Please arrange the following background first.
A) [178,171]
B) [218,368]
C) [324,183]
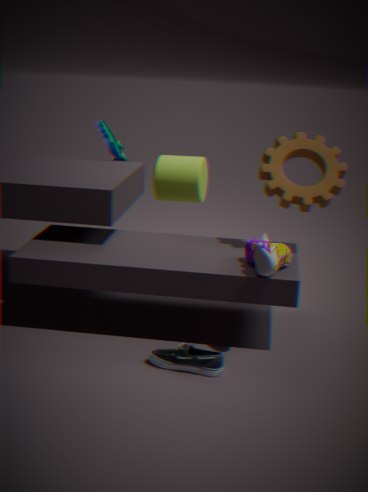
1. [178,171]
2. [324,183]
3. [218,368]
